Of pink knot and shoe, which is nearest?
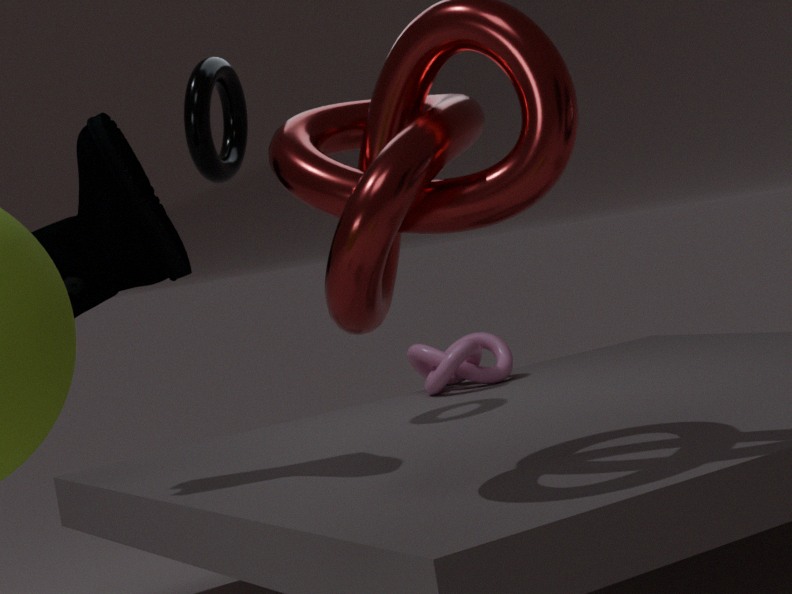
shoe
